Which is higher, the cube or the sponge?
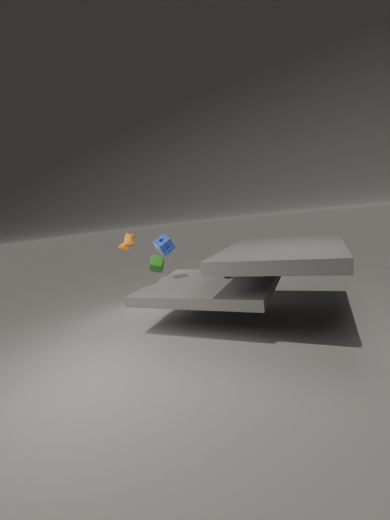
the sponge
